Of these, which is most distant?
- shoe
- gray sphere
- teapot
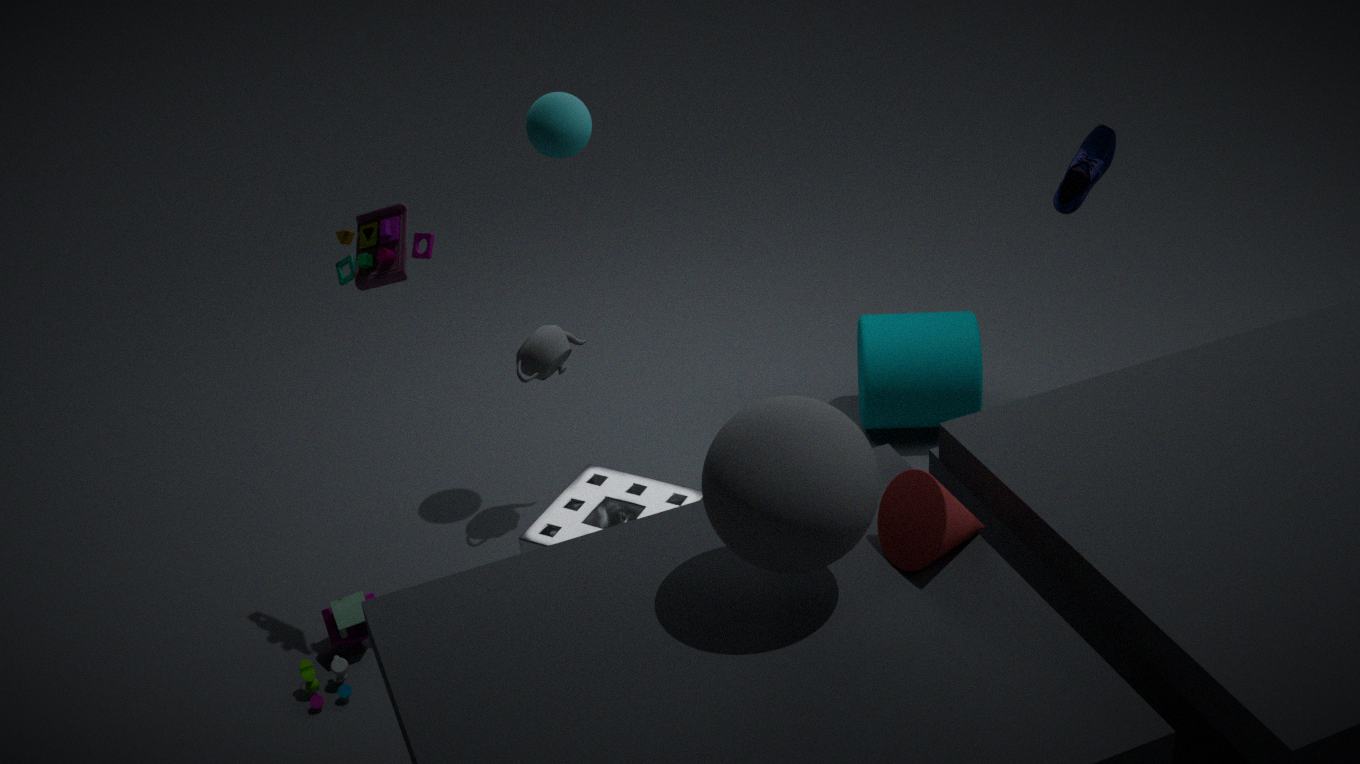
teapot
